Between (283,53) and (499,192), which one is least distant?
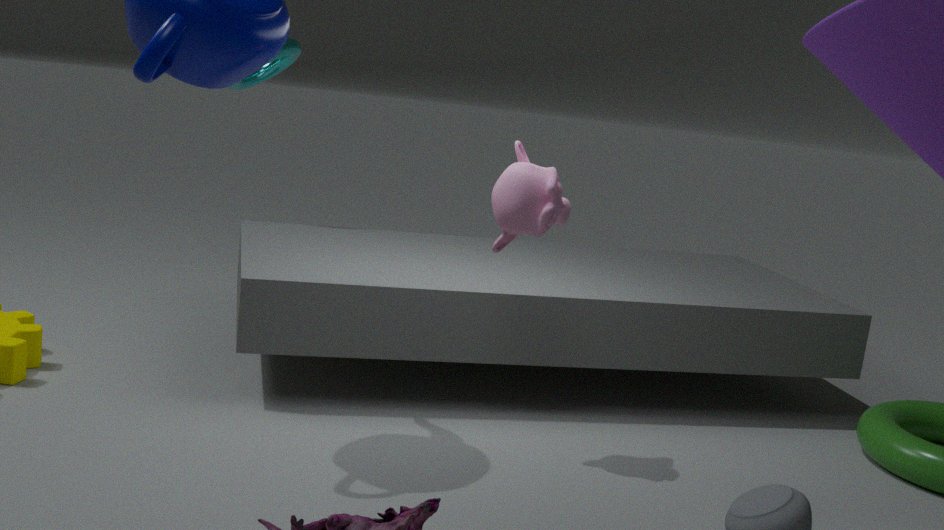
(499,192)
